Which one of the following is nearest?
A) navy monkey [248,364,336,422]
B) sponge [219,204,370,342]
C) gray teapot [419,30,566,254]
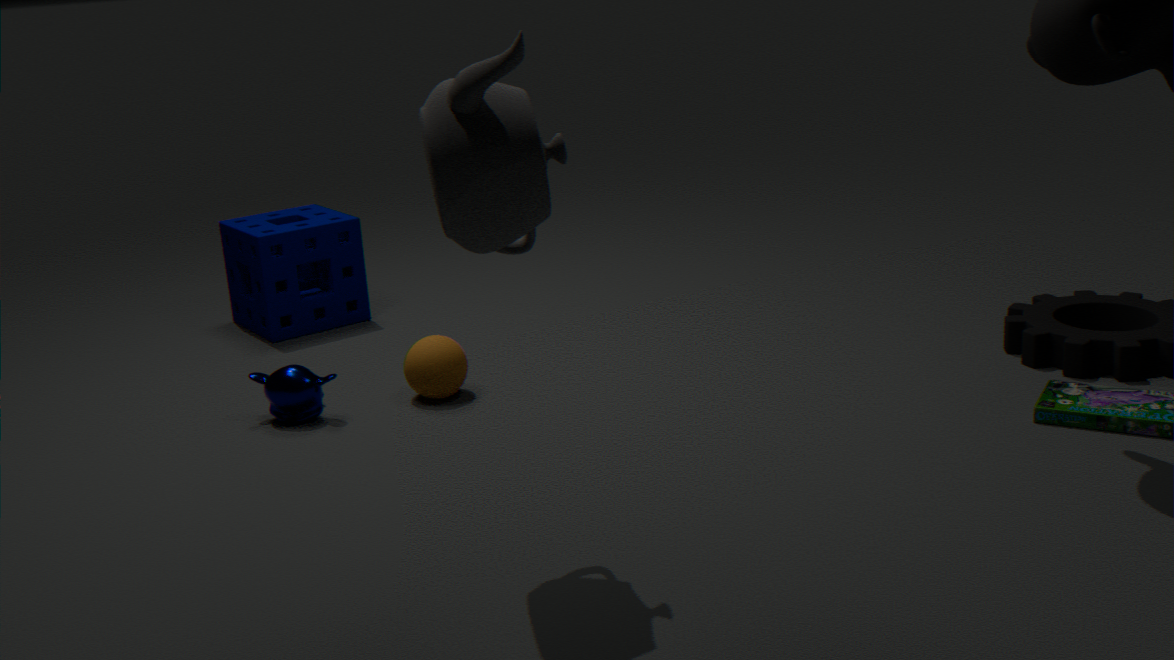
gray teapot [419,30,566,254]
